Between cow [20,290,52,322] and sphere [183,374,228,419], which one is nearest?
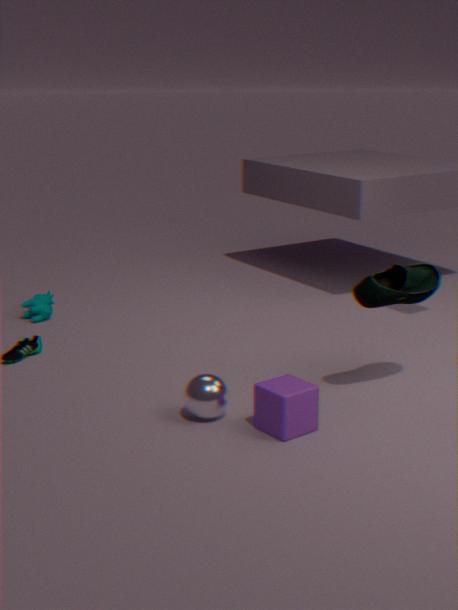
sphere [183,374,228,419]
